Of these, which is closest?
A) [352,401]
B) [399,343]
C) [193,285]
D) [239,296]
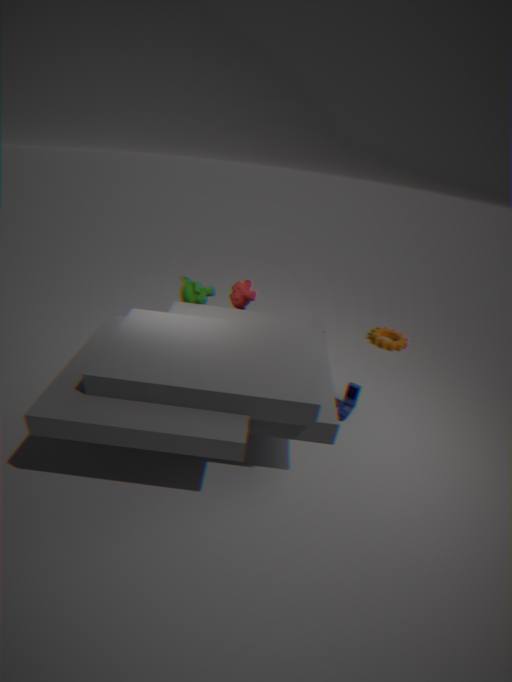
[352,401]
